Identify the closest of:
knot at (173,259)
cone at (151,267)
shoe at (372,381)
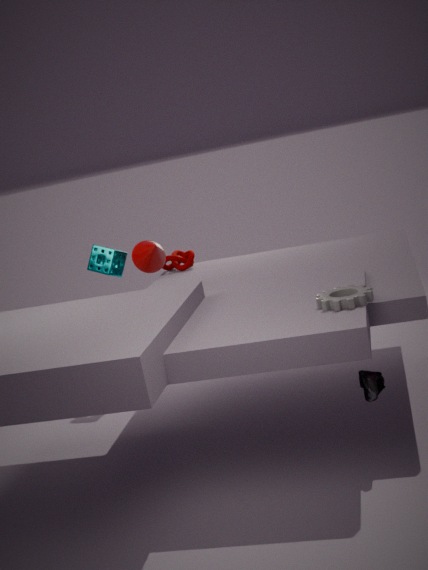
shoe at (372,381)
